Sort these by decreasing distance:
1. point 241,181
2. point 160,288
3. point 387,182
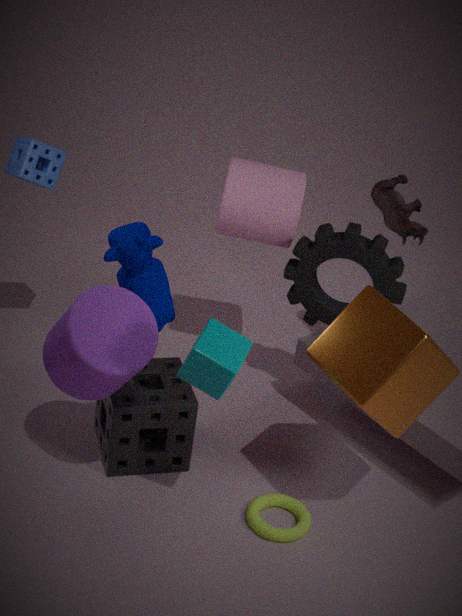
point 387,182, point 241,181, point 160,288
